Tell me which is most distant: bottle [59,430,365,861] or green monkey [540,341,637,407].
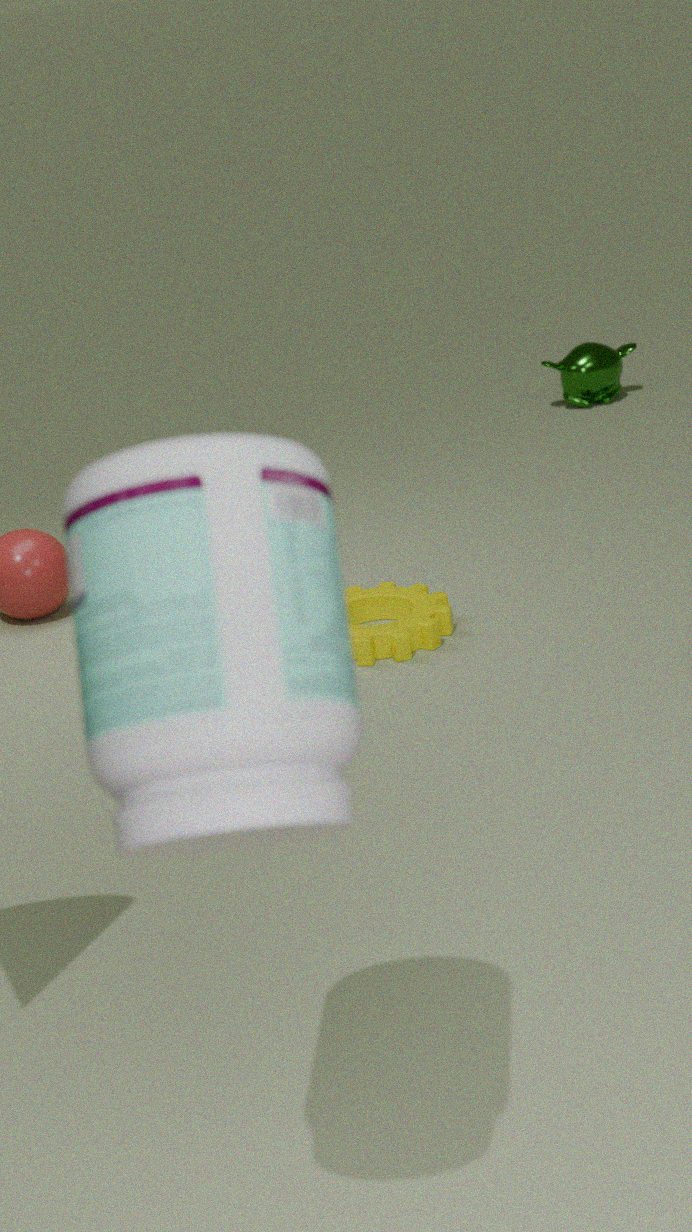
green monkey [540,341,637,407]
